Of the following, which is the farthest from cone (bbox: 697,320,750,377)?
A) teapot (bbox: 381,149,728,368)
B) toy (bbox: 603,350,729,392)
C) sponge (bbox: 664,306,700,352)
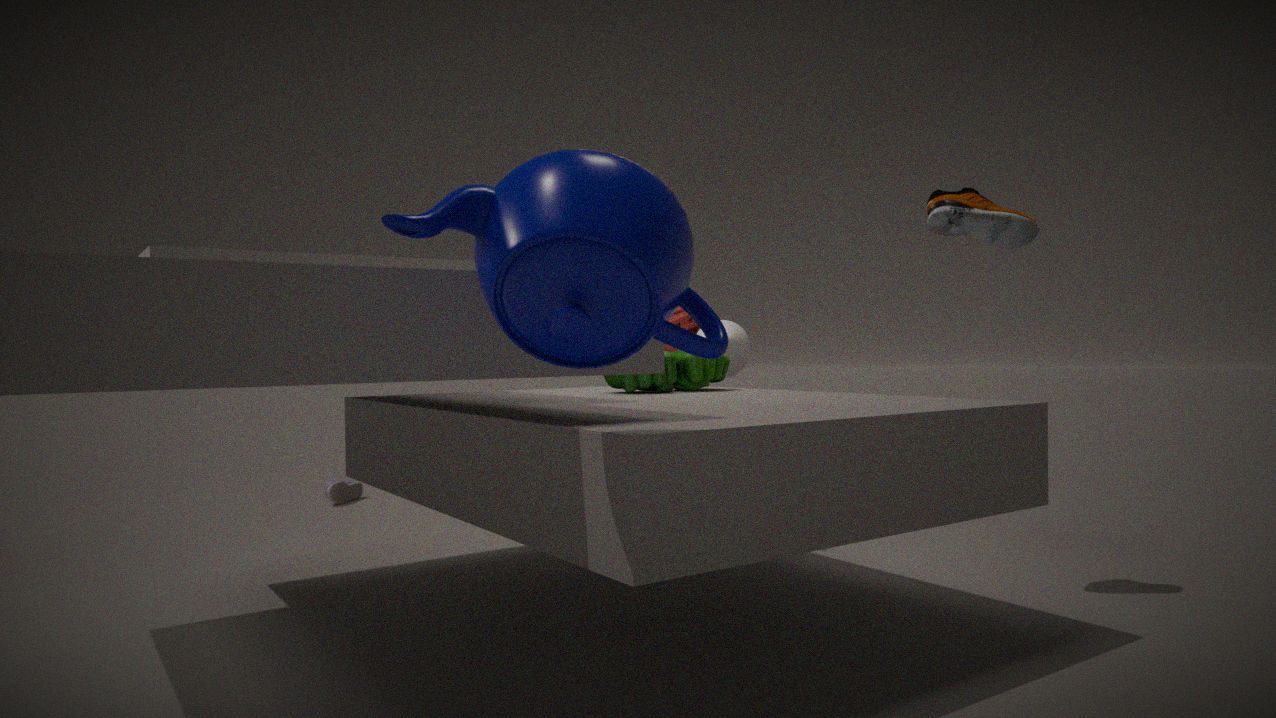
teapot (bbox: 381,149,728,368)
